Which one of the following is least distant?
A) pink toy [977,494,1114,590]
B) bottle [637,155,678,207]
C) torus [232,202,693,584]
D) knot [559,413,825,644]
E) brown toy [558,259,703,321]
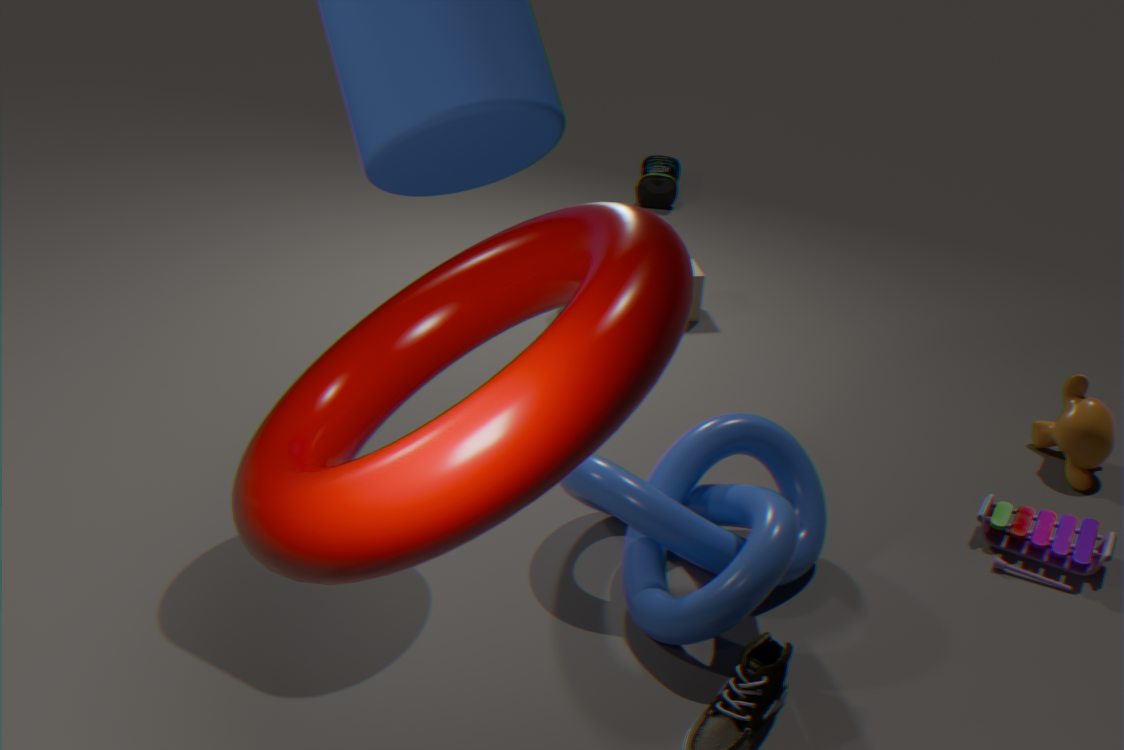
torus [232,202,693,584]
